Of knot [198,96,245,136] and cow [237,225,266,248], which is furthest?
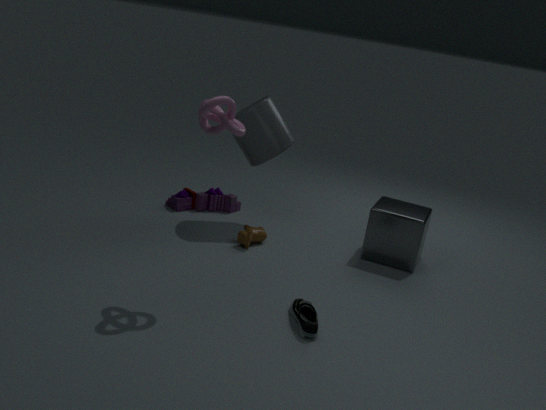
cow [237,225,266,248]
